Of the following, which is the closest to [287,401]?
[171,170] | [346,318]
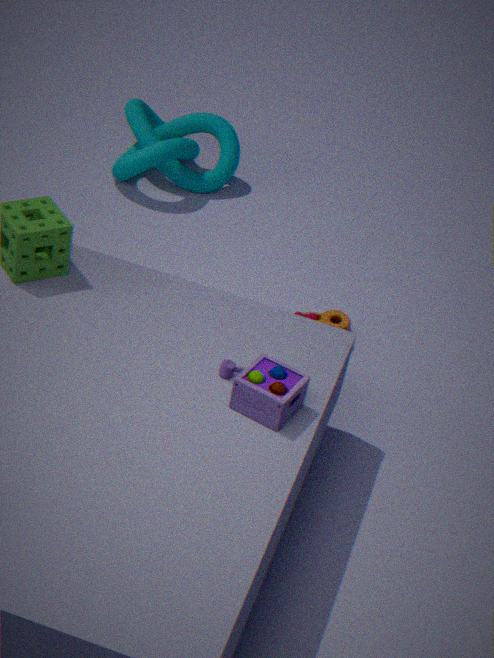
[346,318]
